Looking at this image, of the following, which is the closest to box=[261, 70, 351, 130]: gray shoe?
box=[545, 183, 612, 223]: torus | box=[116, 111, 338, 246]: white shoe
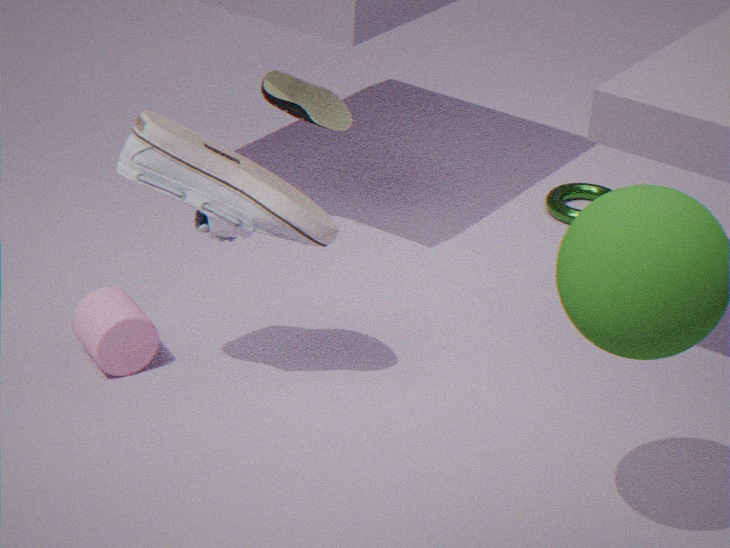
box=[116, 111, 338, 246]: white shoe
